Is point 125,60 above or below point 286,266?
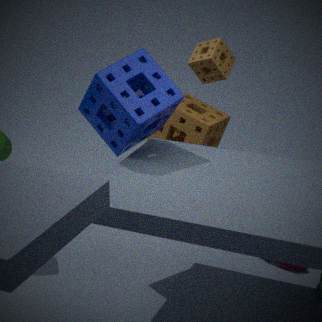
above
